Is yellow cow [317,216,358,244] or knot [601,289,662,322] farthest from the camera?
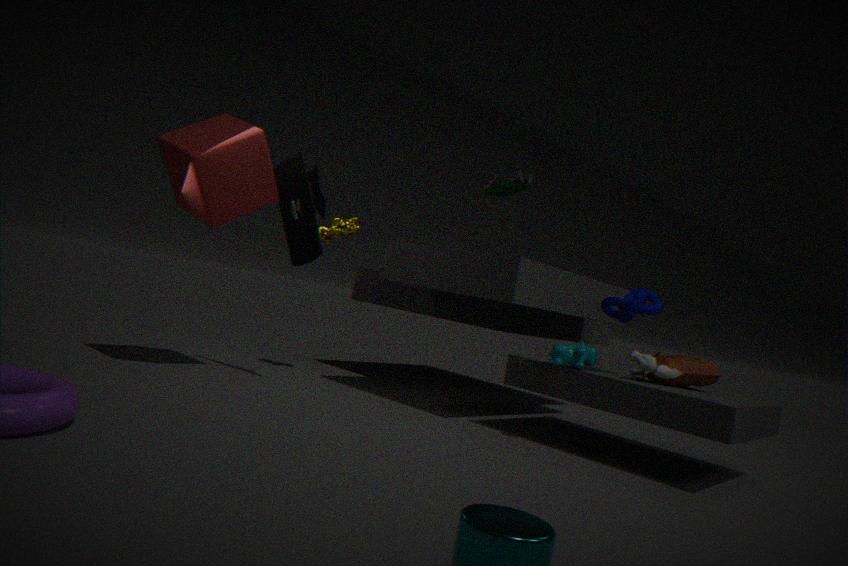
yellow cow [317,216,358,244]
